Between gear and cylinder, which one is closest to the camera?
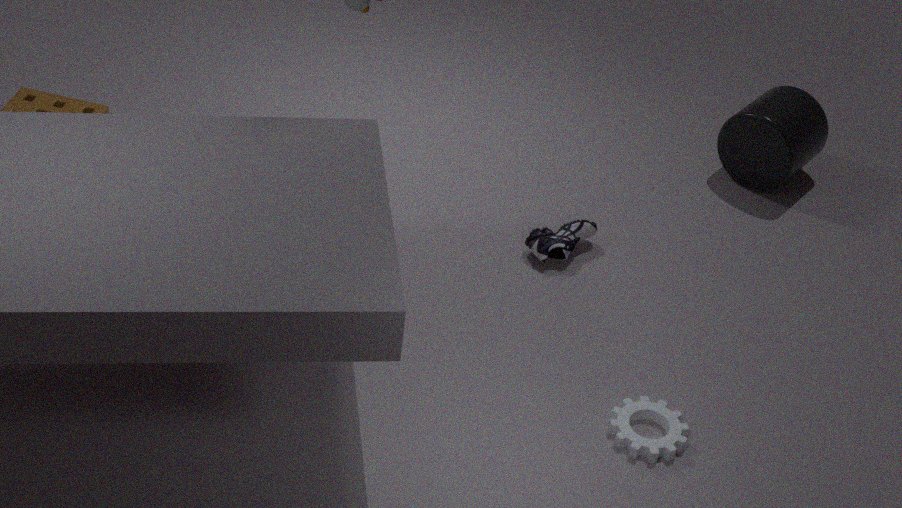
gear
